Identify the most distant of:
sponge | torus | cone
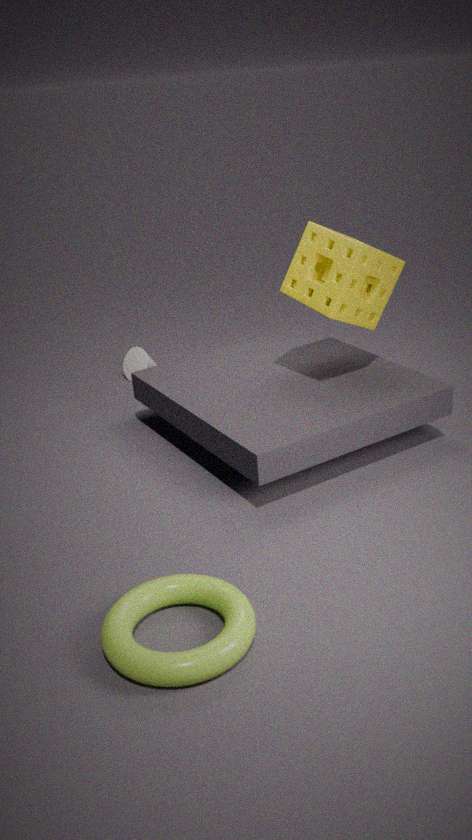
cone
